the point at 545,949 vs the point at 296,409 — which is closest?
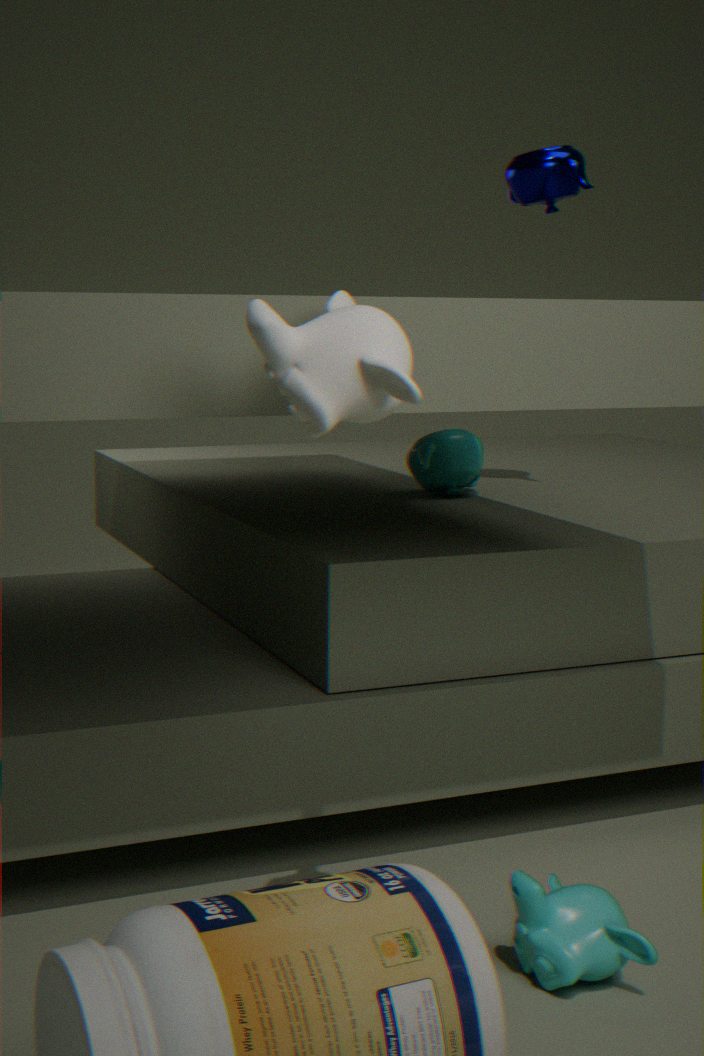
the point at 296,409
